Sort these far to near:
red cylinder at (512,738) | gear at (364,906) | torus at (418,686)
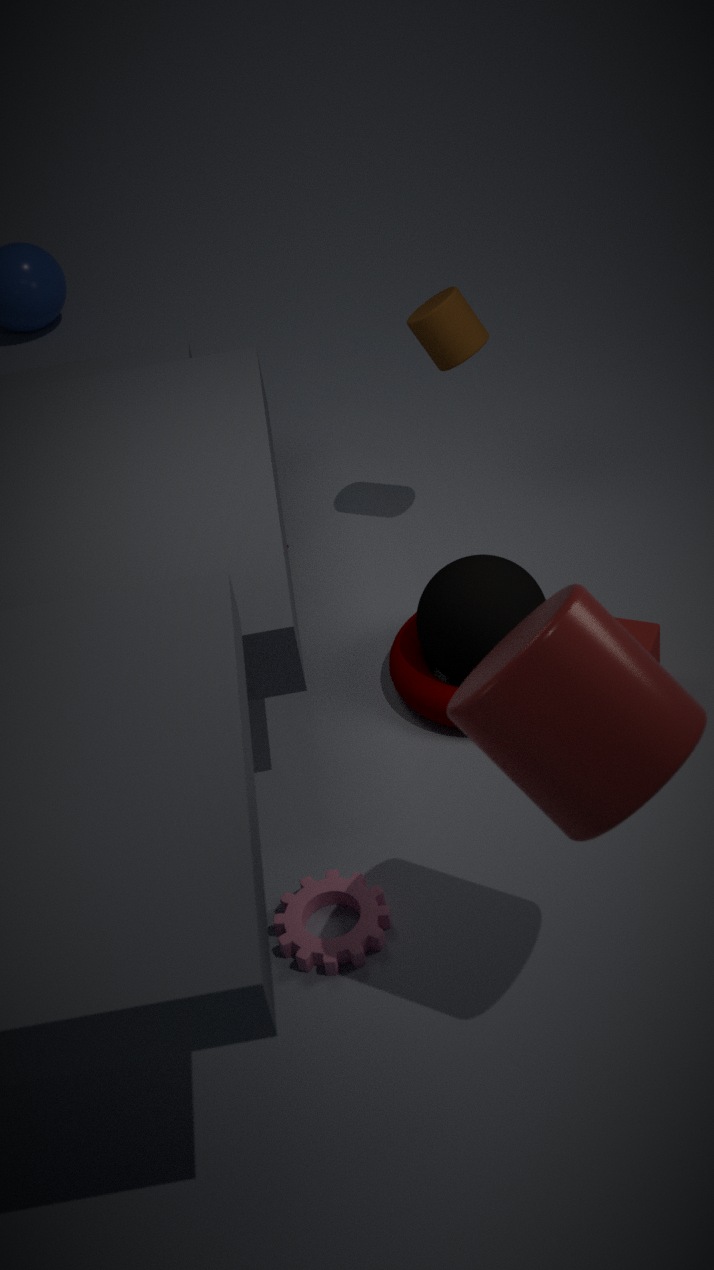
torus at (418,686), gear at (364,906), red cylinder at (512,738)
